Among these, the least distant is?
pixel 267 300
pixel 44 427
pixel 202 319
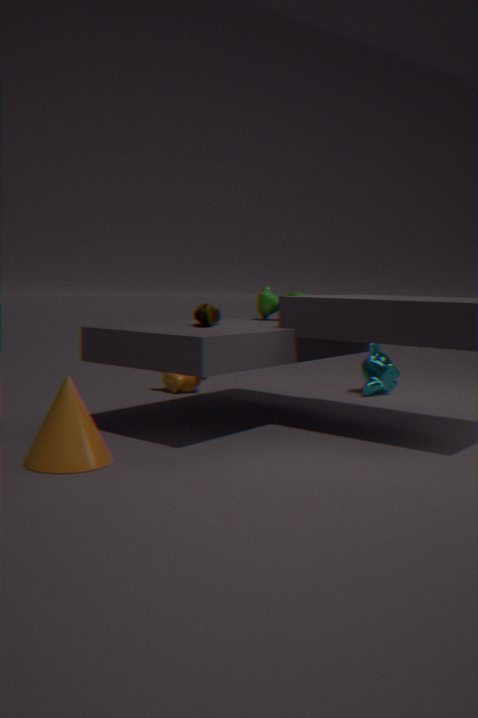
pixel 44 427
